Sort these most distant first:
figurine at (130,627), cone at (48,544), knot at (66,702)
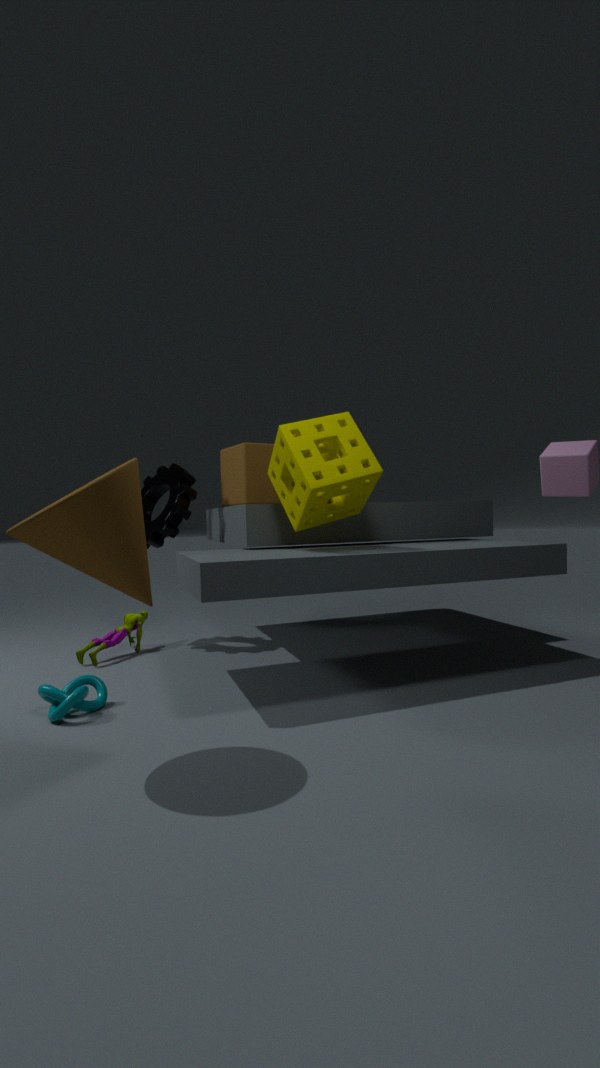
figurine at (130,627), knot at (66,702), cone at (48,544)
